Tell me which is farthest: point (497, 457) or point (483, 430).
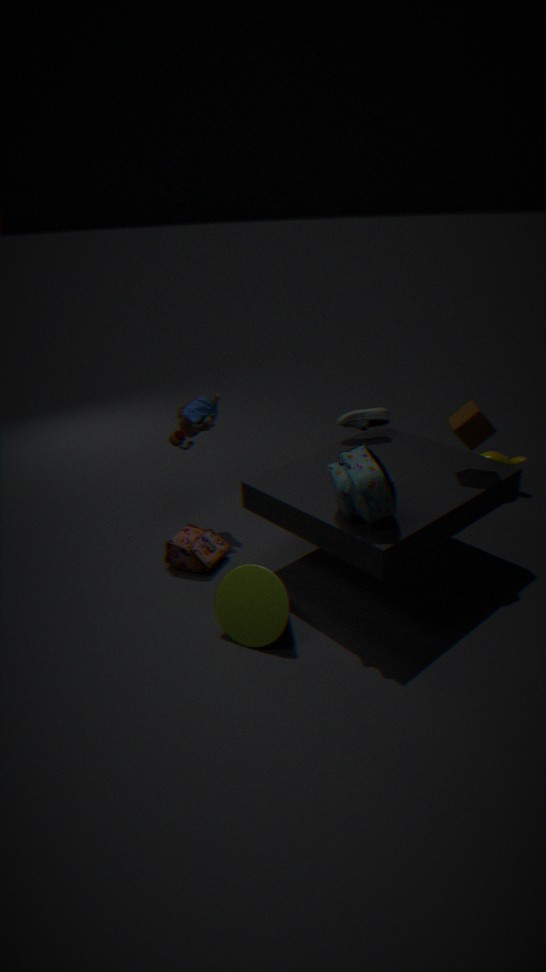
point (497, 457)
